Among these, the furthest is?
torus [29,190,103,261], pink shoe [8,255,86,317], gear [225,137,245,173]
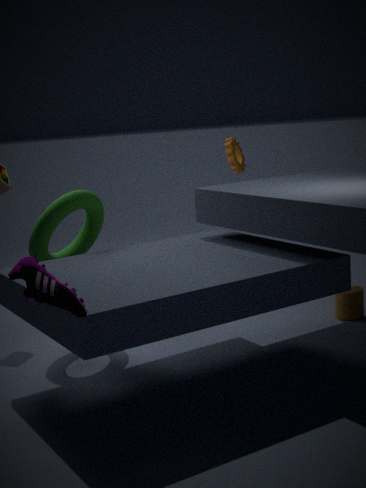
gear [225,137,245,173]
